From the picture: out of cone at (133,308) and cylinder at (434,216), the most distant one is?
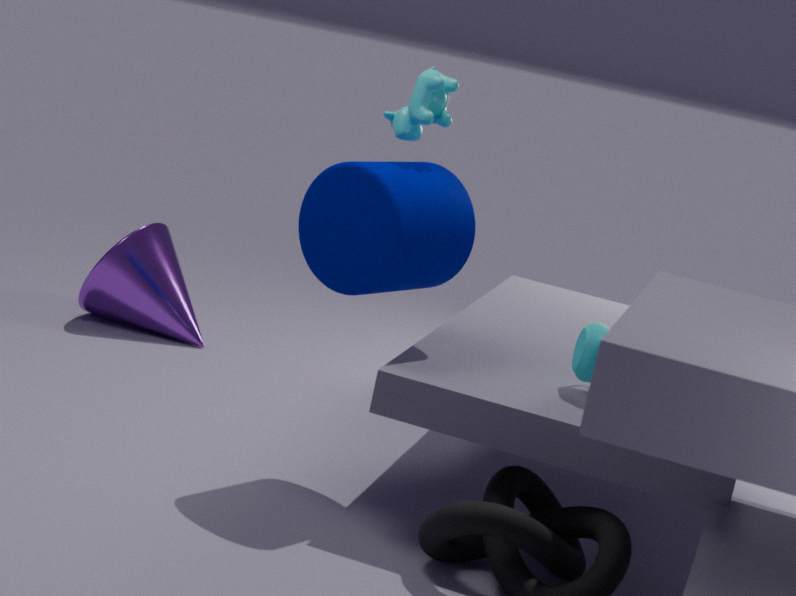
cone at (133,308)
